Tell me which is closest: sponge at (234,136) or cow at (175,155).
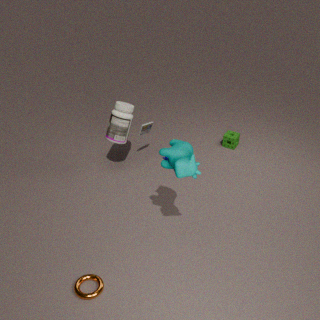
cow at (175,155)
